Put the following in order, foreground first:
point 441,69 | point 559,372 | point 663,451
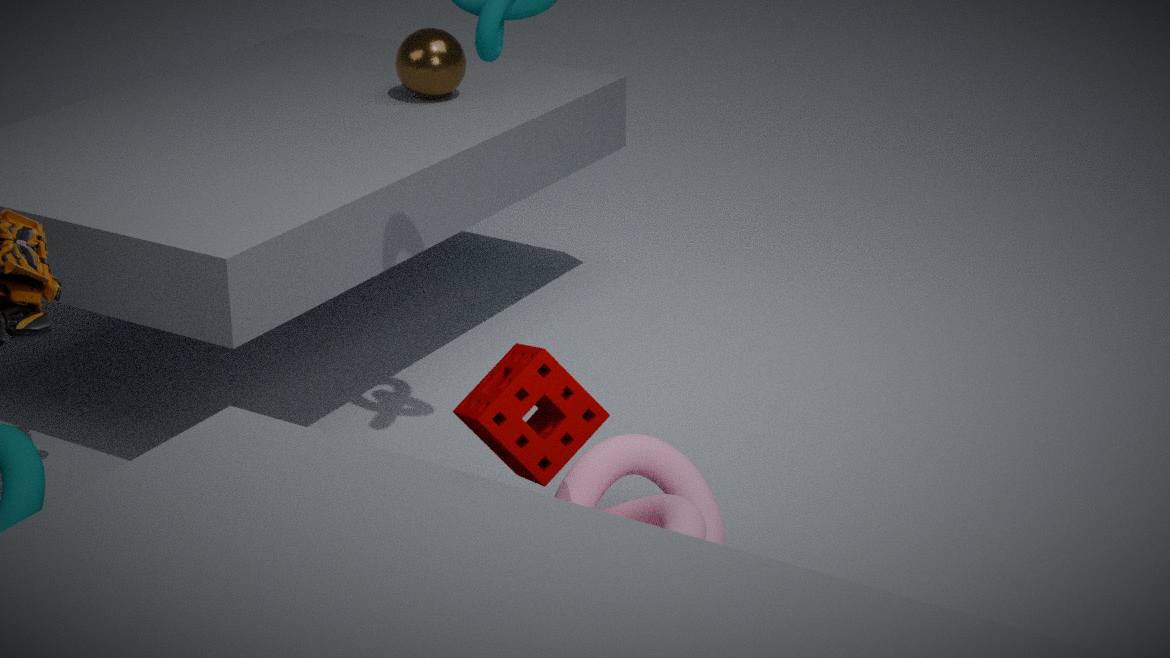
1. point 559,372
2. point 663,451
3. point 441,69
